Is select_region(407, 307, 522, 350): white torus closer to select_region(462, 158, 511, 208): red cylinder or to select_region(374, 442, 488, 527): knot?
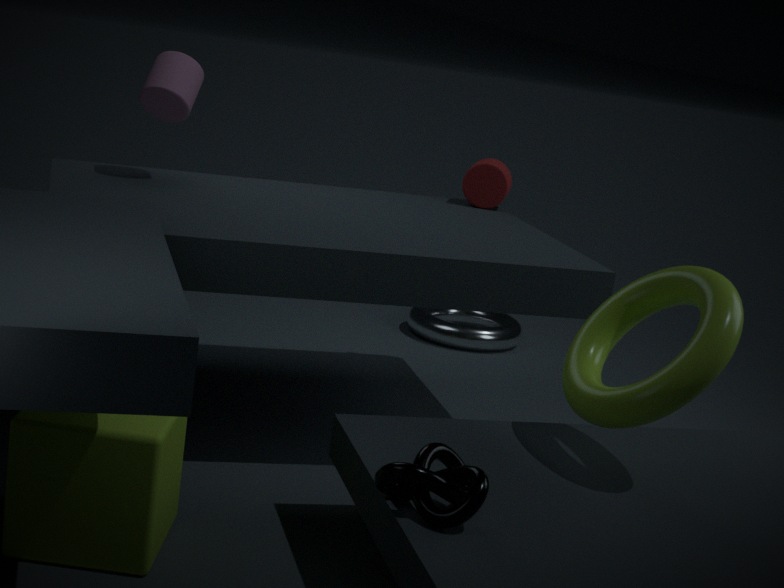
select_region(462, 158, 511, 208): red cylinder
